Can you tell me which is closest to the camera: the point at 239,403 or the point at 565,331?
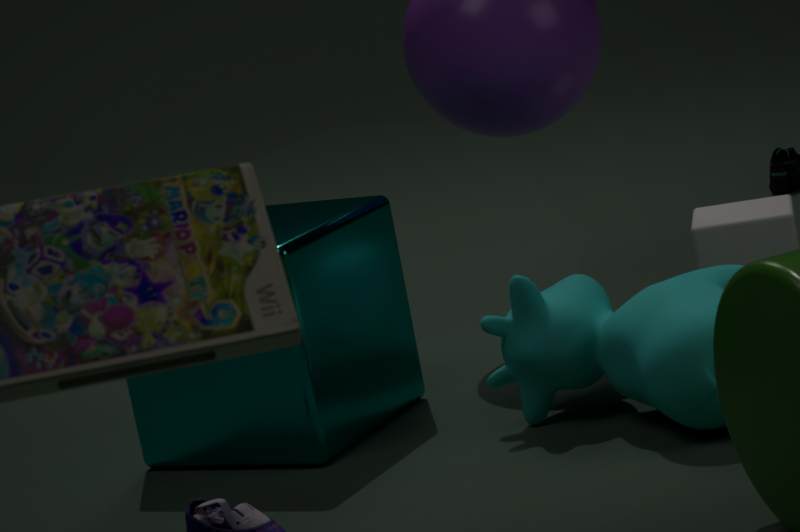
the point at 565,331
